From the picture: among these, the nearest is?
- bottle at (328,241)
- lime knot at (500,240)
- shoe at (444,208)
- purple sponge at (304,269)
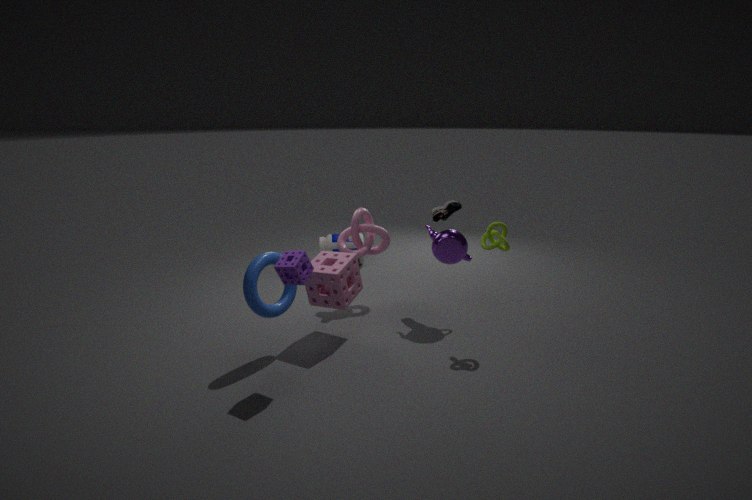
purple sponge at (304,269)
